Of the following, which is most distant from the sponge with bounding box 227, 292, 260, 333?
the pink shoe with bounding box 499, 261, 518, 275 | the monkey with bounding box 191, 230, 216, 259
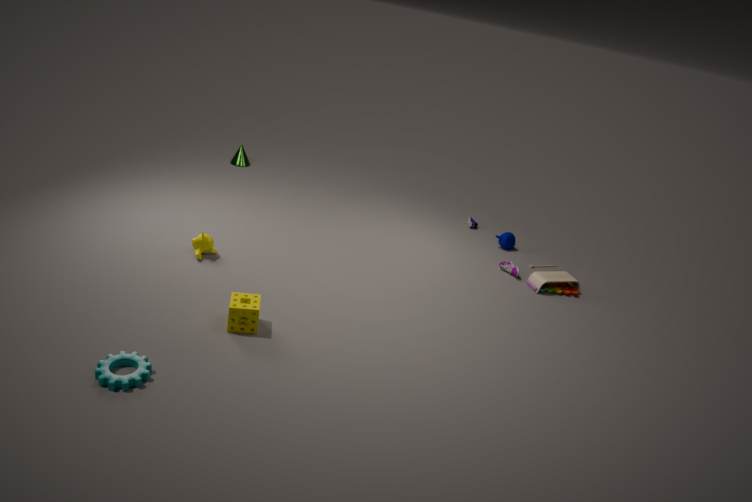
the pink shoe with bounding box 499, 261, 518, 275
